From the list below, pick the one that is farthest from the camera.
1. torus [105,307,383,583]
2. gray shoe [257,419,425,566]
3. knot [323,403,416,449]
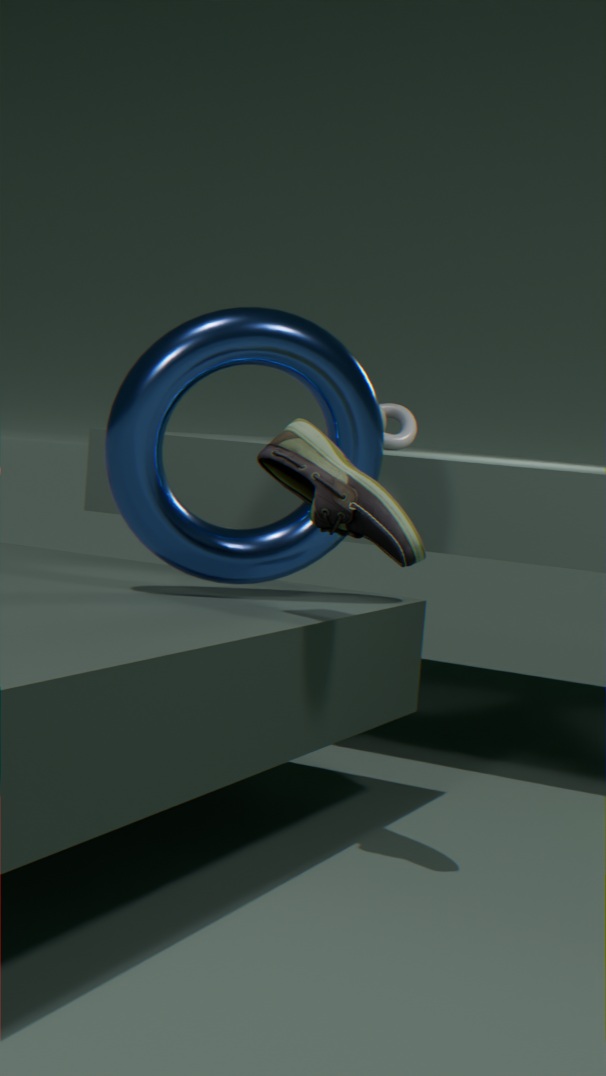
knot [323,403,416,449]
